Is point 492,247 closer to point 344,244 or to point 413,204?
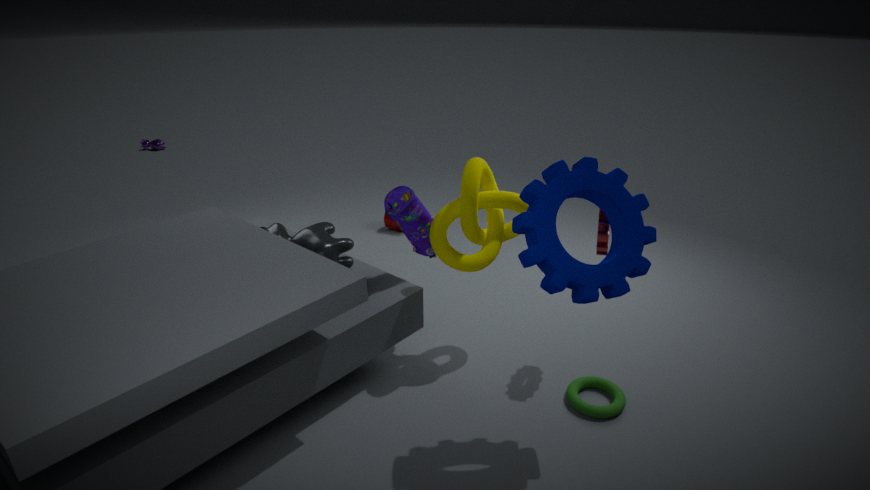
point 413,204
